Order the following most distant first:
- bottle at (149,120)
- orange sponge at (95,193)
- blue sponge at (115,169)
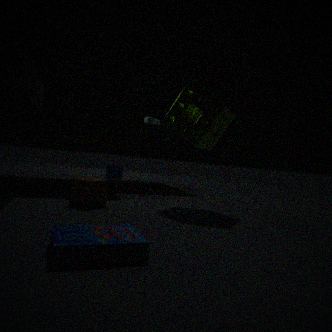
blue sponge at (115,169) < bottle at (149,120) < orange sponge at (95,193)
